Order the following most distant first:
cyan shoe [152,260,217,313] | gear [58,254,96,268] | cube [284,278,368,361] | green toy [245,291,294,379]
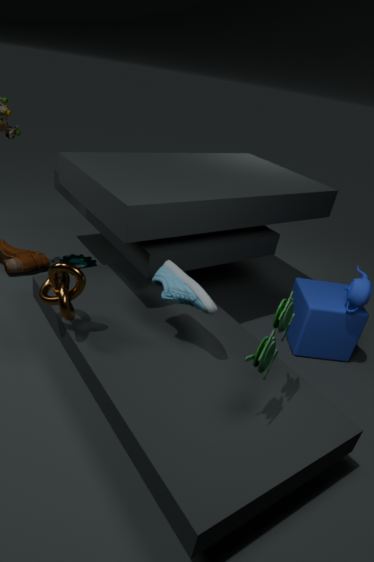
gear [58,254,96,268]
cube [284,278,368,361]
cyan shoe [152,260,217,313]
green toy [245,291,294,379]
